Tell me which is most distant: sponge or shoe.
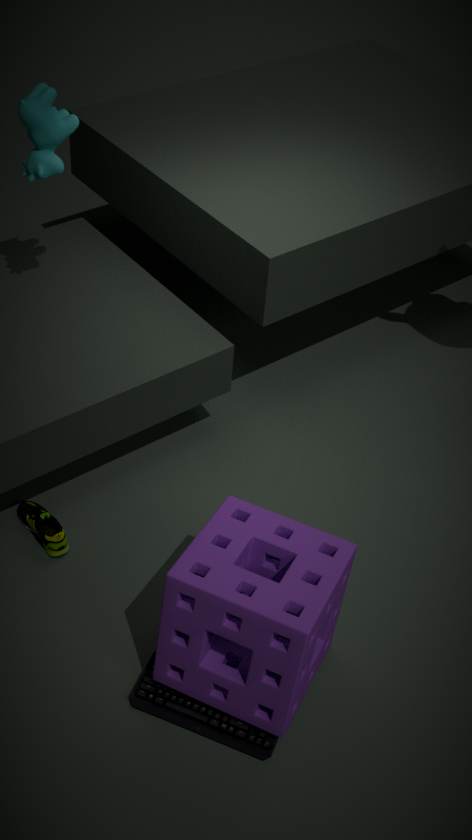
shoe
